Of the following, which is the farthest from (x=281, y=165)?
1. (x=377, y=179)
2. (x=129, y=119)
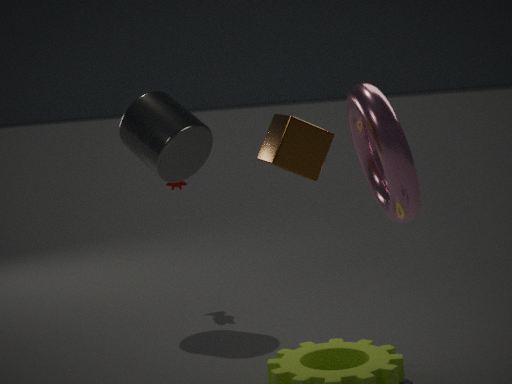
(x=129, y=119)
